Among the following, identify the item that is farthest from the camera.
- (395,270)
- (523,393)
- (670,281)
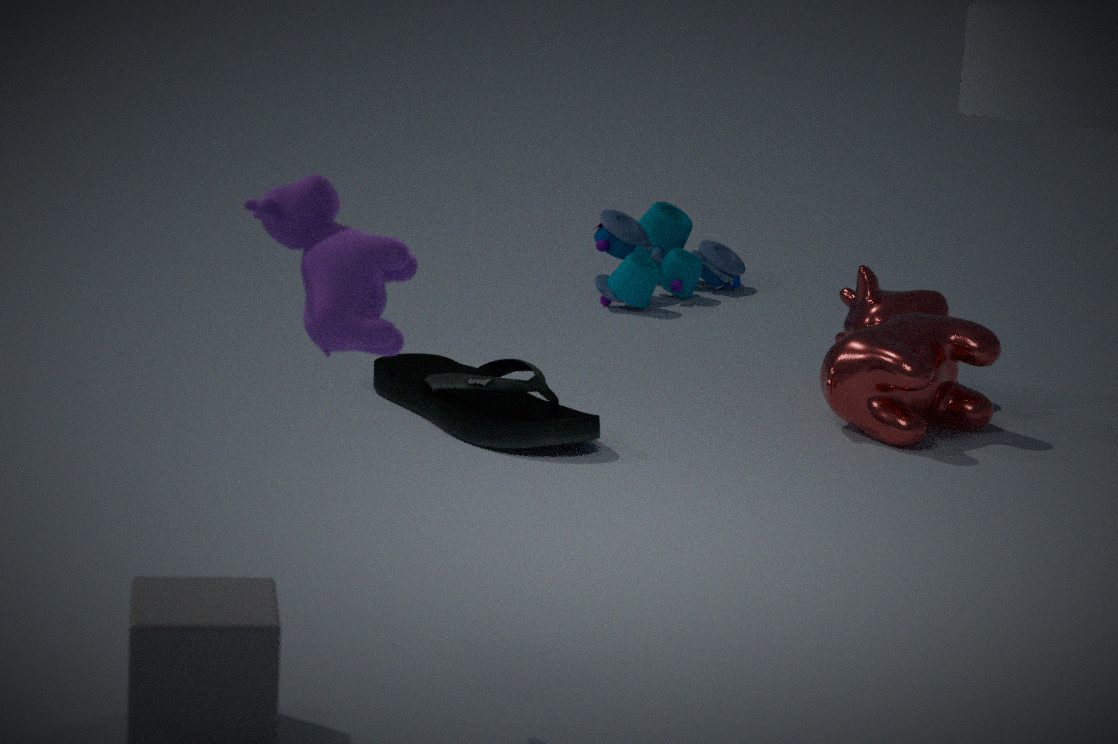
(670,281)
